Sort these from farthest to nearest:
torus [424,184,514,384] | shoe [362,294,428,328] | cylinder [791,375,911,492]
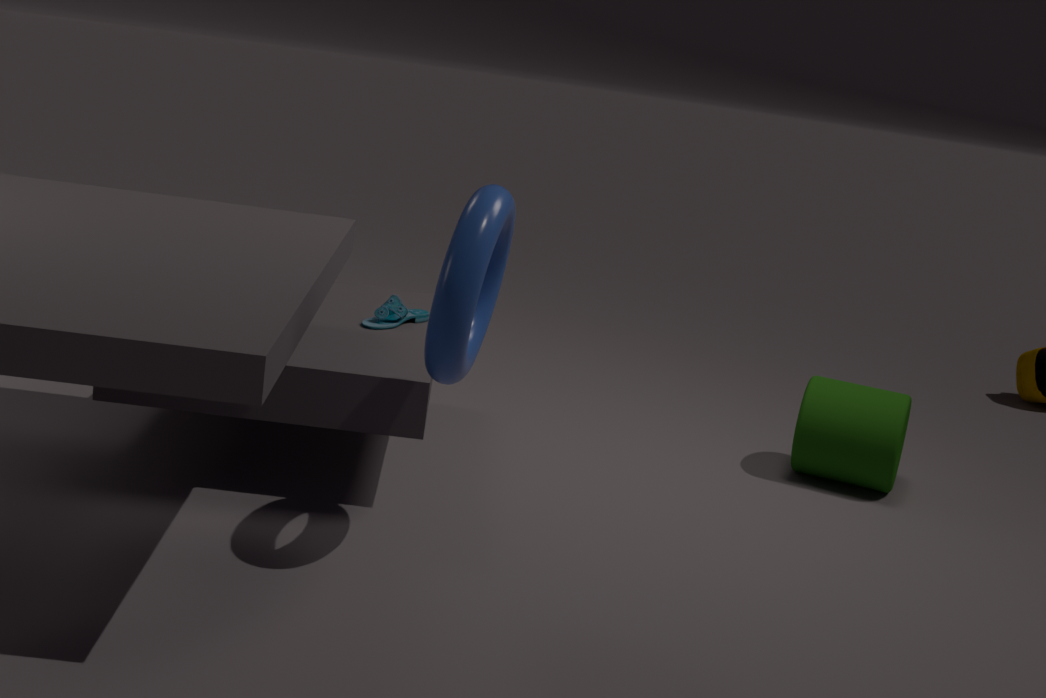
cylinder [791,375,911,492]
shoe [362,294,428,328]
torus [424,184,514,384]
